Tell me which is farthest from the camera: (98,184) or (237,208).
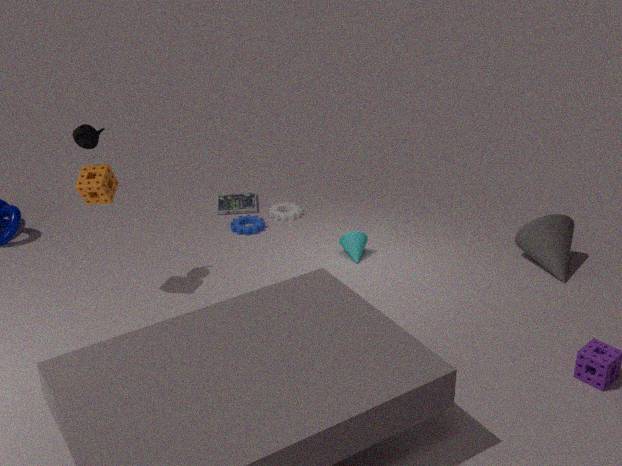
(237,208)
